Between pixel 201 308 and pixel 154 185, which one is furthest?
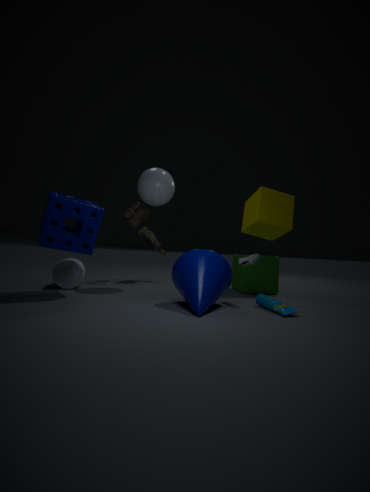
pixel 154 185
